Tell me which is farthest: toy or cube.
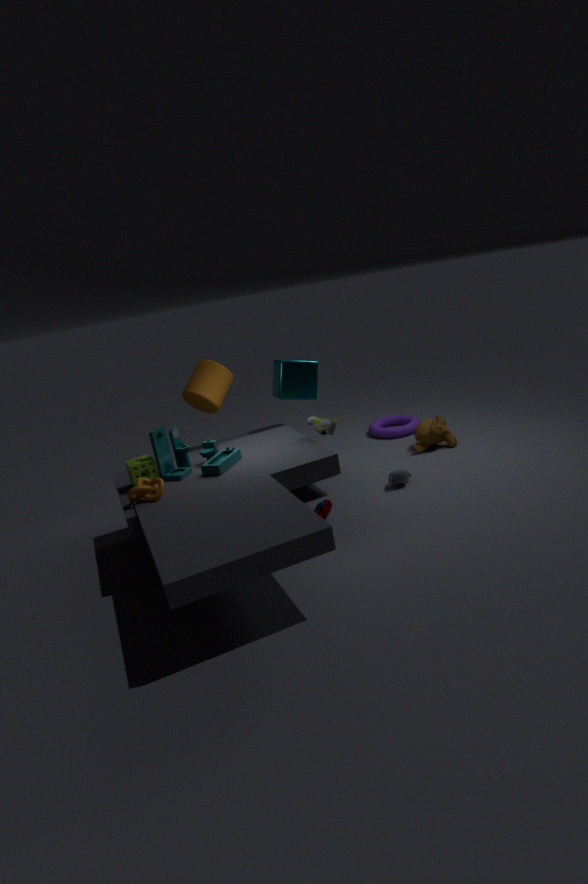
cube
